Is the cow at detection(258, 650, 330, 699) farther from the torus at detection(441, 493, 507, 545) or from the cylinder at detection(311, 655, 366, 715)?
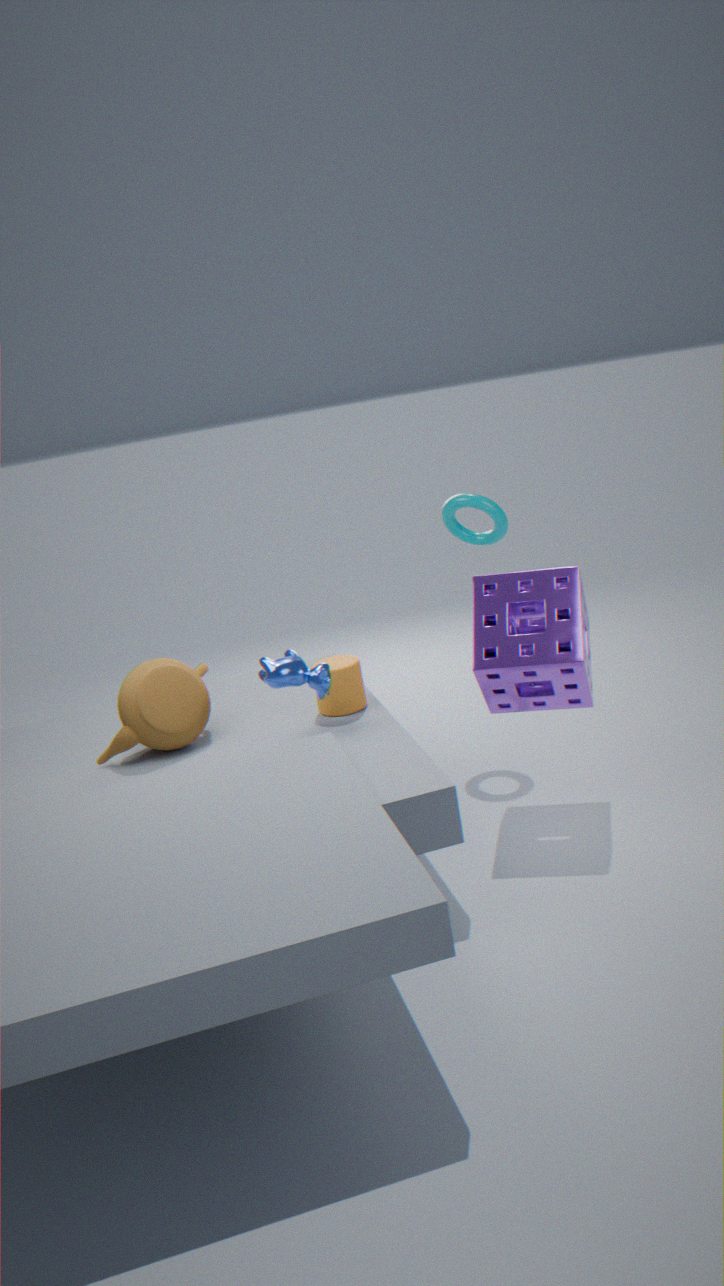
the torus at detection(441, 493, 507, 545)
